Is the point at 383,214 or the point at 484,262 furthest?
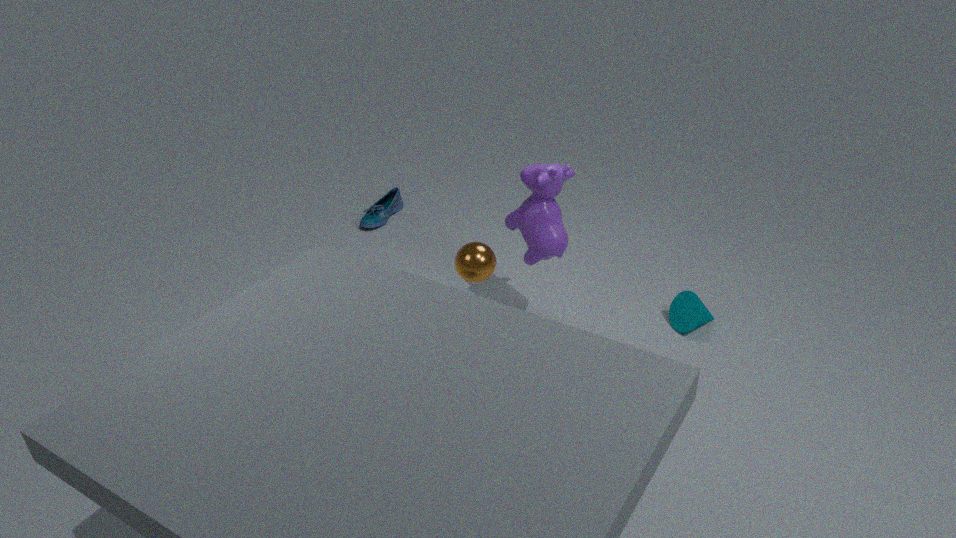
the point at 383,214
